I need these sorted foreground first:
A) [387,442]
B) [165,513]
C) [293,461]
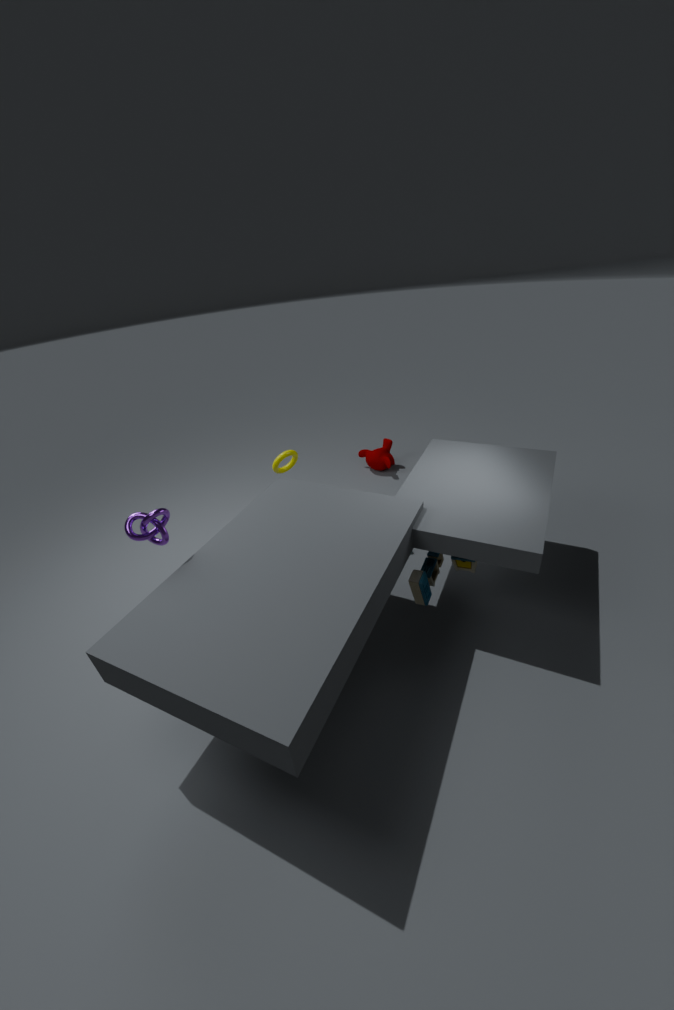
[165,513] → [293,461] → [387,442]
